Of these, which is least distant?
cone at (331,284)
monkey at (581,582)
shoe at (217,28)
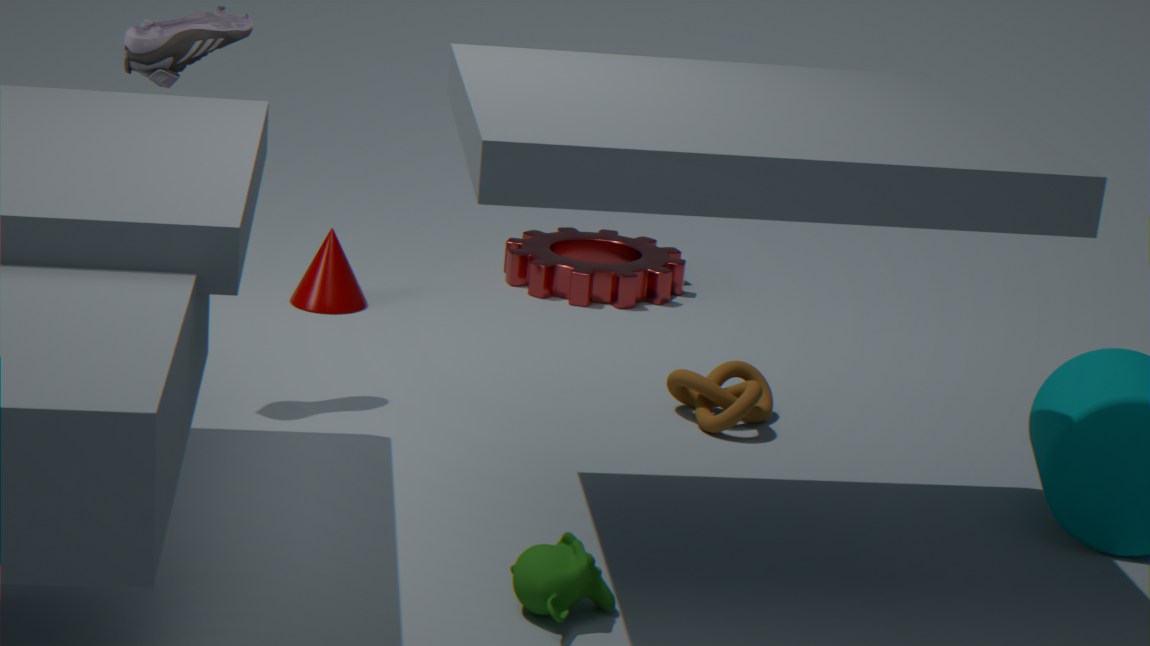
monkey at (581,582)
